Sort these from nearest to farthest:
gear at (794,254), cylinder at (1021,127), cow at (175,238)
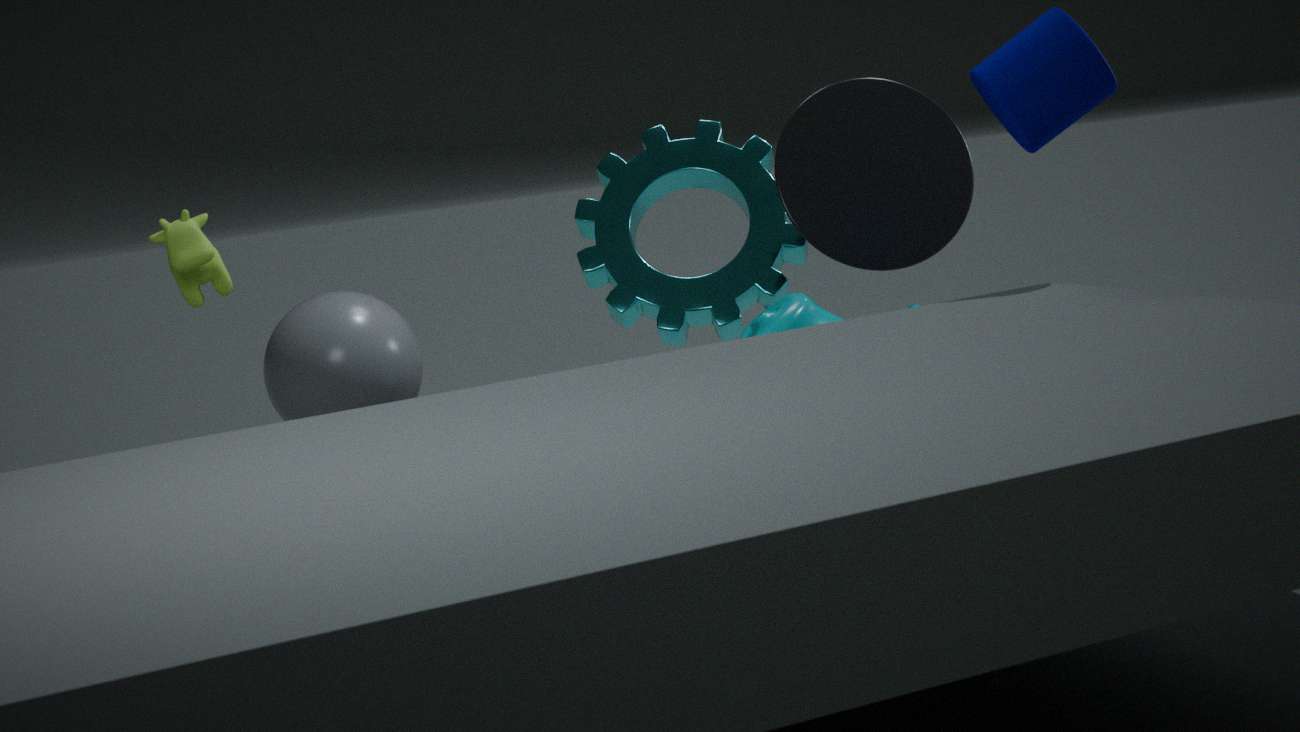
cylinder at (1021,127) → cow at (175,238) → gear at (794,254)
